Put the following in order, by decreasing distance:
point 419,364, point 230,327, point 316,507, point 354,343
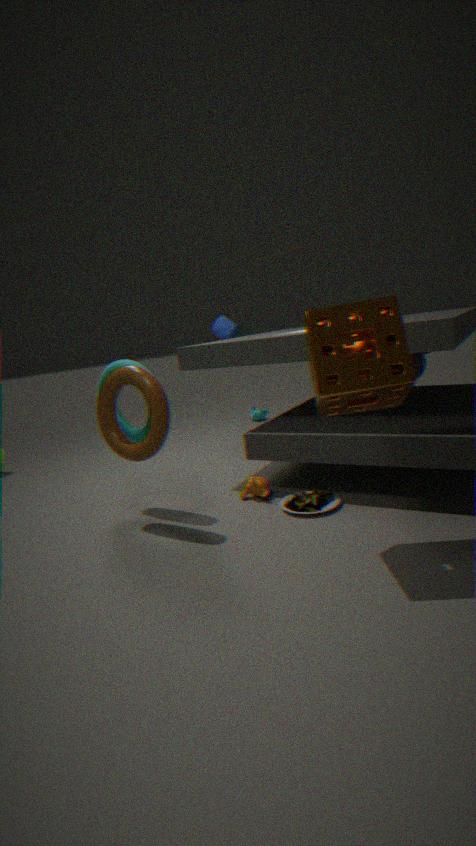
point 230,327 → point 419,364 → point 316,507 → point 354,343
